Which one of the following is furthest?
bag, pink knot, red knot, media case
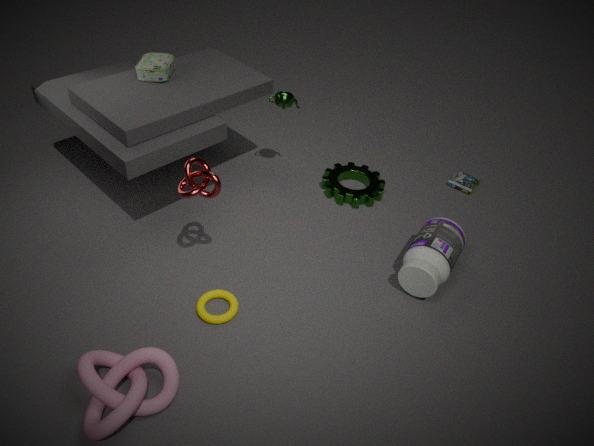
media case
